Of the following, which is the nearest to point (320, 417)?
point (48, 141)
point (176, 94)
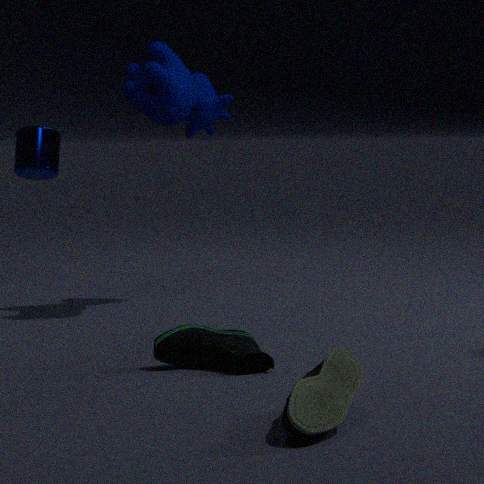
point (176, 94)
